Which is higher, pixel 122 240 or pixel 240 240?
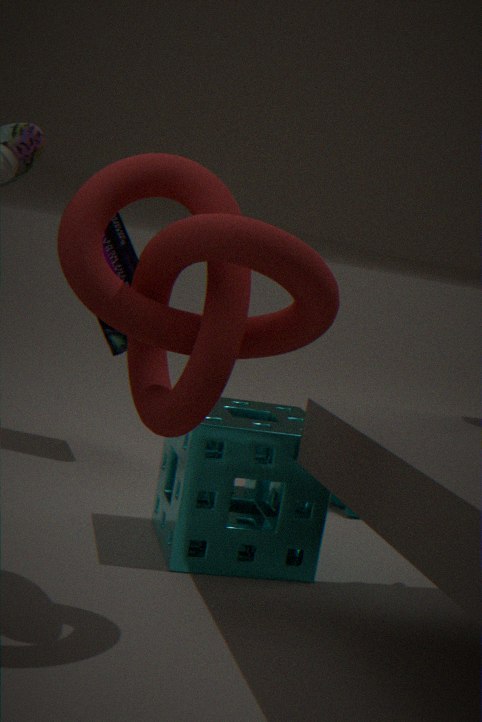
pixel 240 240
